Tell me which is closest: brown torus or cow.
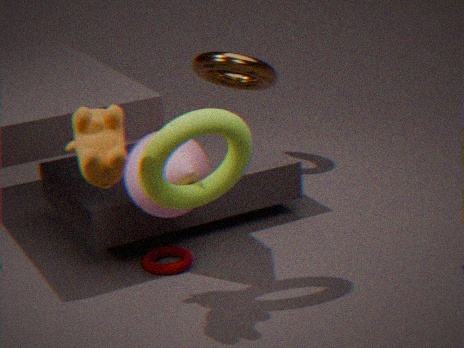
cow
